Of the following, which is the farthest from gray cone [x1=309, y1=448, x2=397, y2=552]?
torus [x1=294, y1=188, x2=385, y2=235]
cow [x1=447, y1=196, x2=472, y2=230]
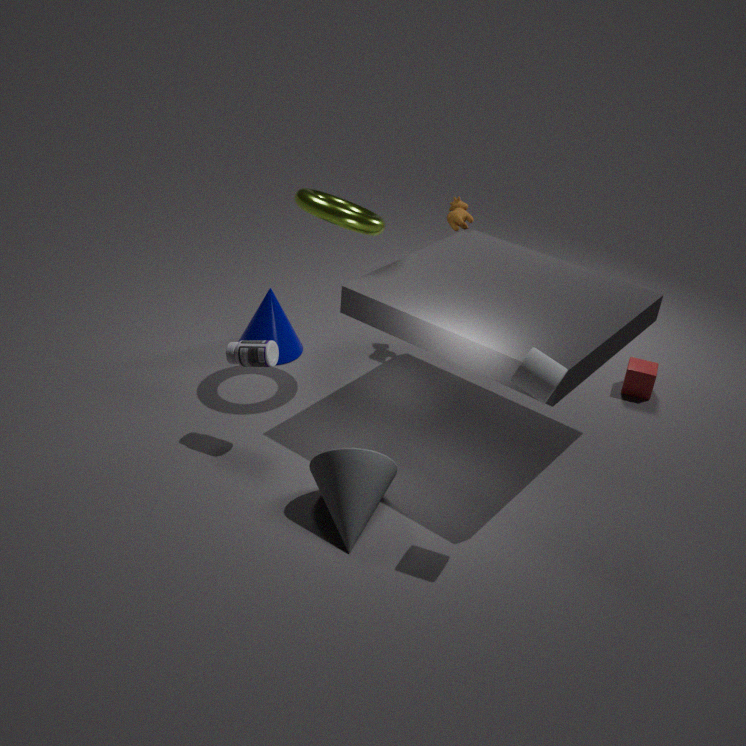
cow [x1=447, y1=196, x2=472, y2=230]
